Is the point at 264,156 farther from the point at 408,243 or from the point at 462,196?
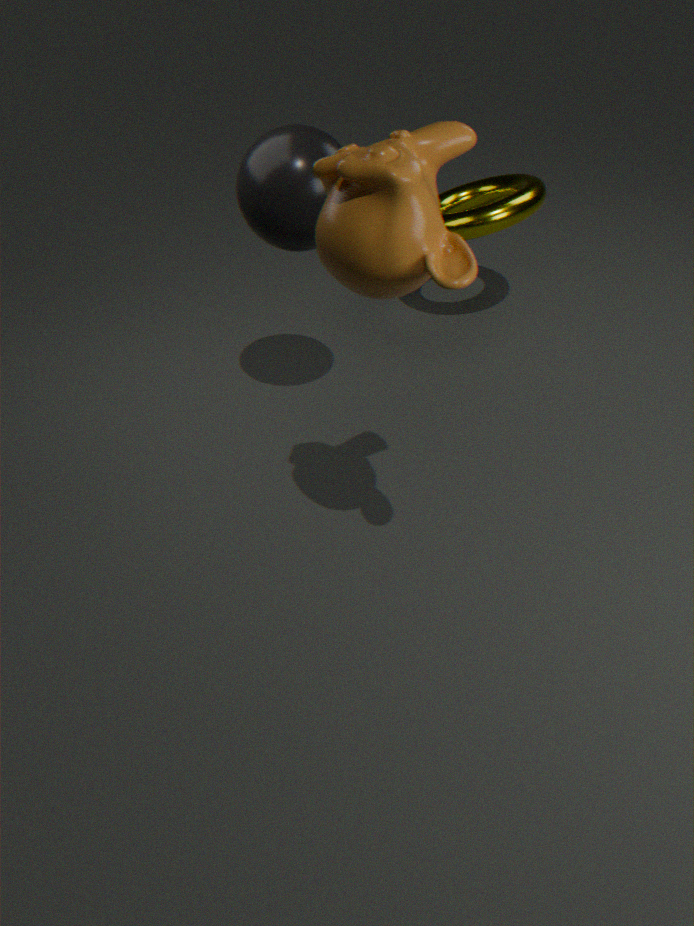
the point at 462,196
